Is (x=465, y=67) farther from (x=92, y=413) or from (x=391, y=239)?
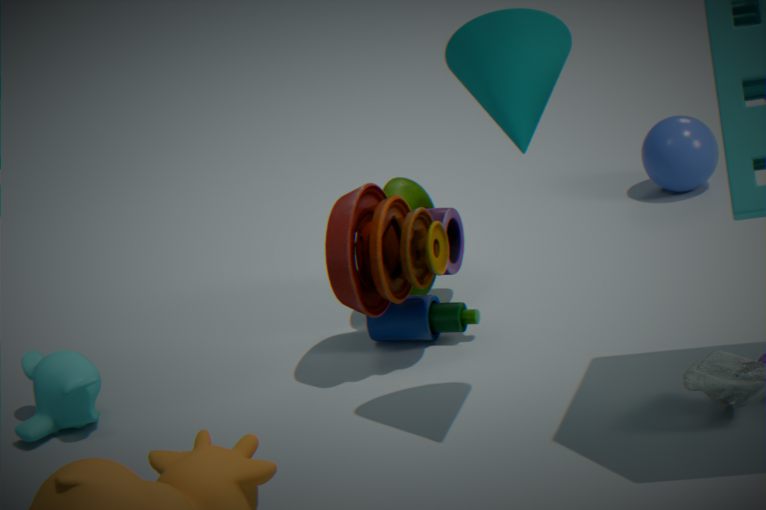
(x=92, y=413)
